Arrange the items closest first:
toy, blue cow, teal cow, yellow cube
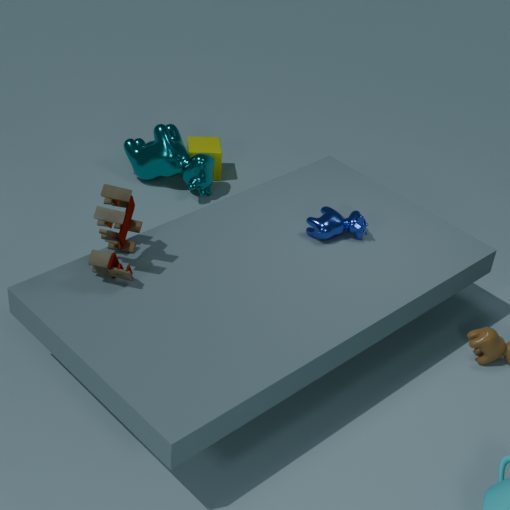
toy
blue cow
teal cow
yellow cube
